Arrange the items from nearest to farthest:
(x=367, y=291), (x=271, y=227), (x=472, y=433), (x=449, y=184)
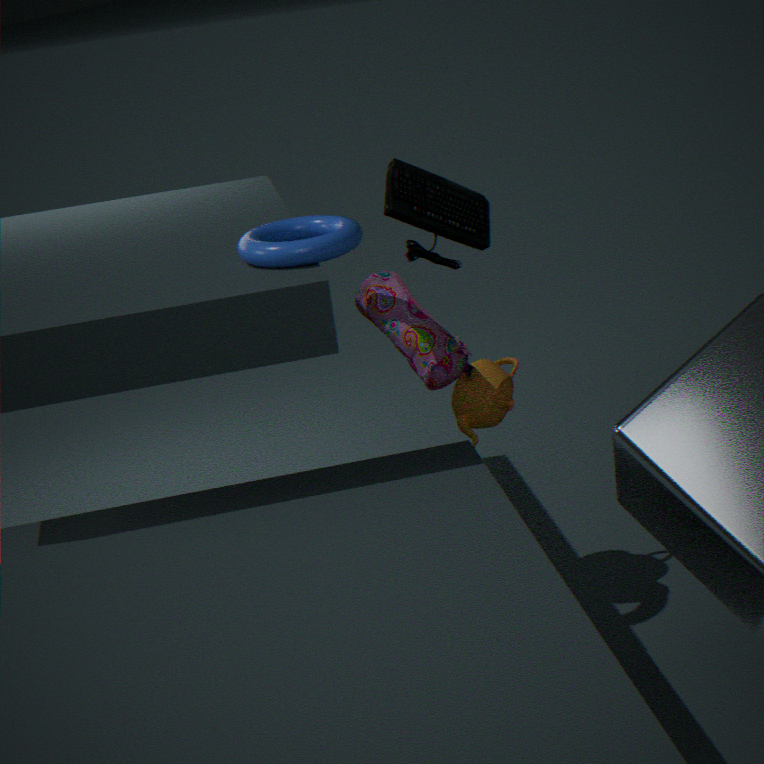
(x=449, y=184) → (x=271, y=227) → (x=367, y=291) → (x=472, y=433)
